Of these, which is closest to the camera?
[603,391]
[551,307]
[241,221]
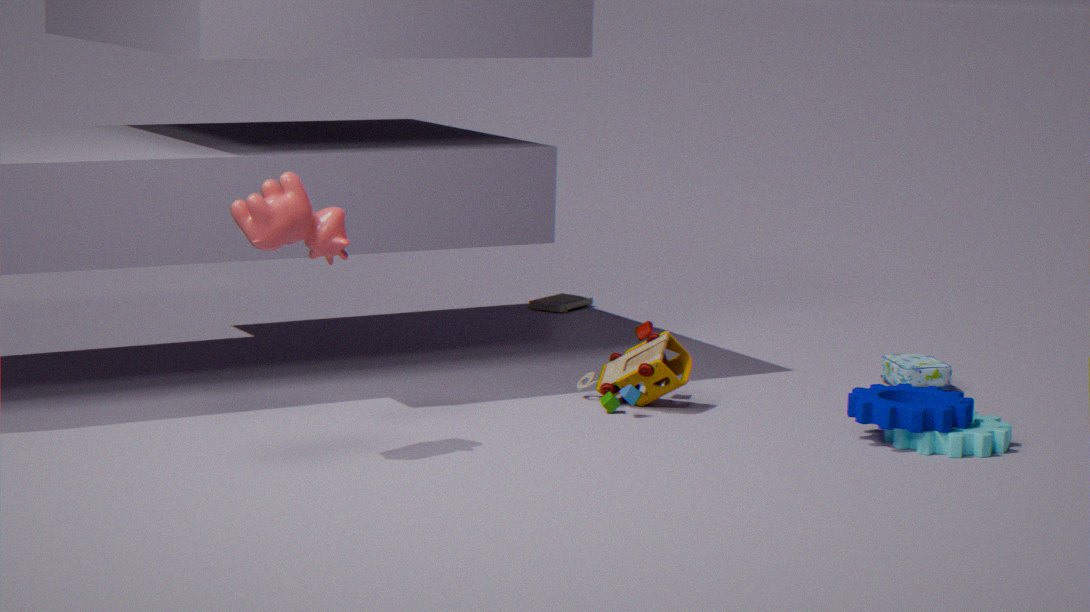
[241,221]
